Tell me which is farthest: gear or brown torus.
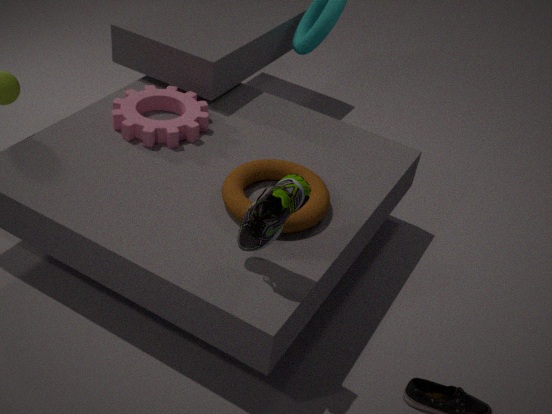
gear
